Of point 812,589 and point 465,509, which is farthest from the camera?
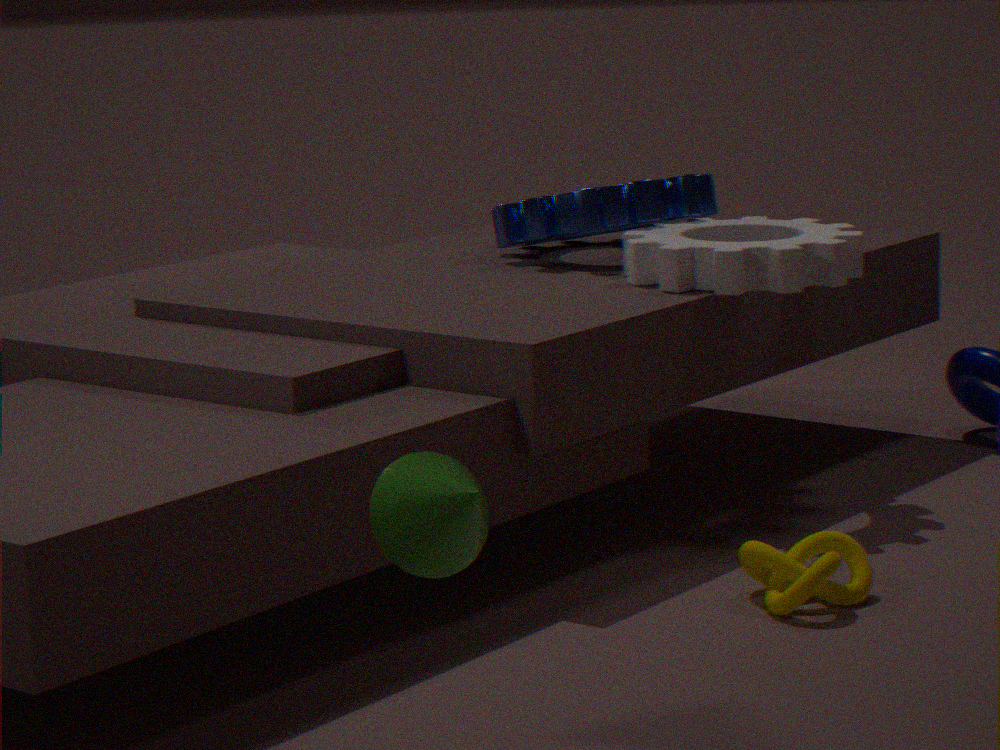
point 812,589
